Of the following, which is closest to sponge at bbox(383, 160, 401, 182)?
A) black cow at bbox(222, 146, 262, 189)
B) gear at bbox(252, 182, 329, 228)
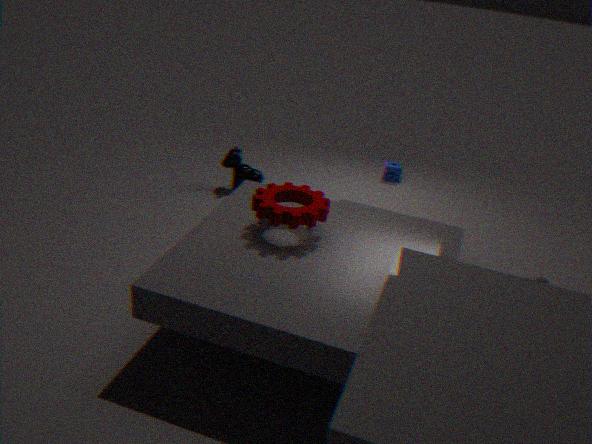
black cow at bbox(222, 146, 262, 189)
